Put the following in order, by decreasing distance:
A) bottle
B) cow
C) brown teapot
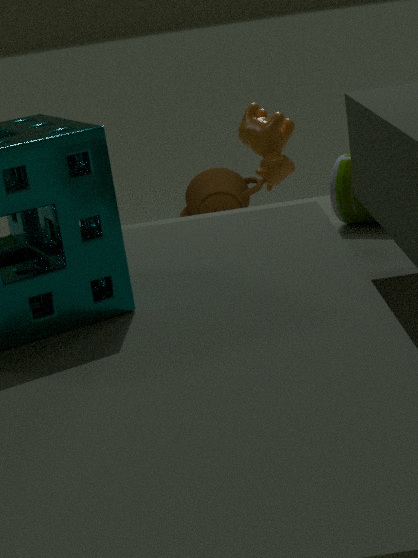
brown teapot
cow
bottle
